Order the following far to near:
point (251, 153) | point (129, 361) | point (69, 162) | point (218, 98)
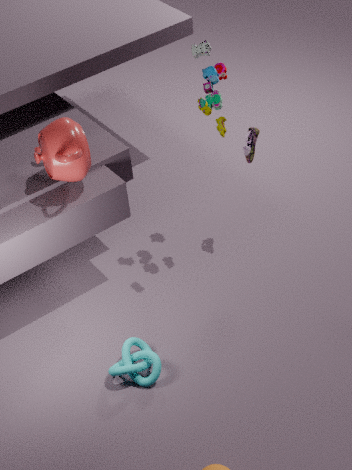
1. point (251, 153)
2. point (218, 98)
3. point (129, 361)
4. point (69, 162)
